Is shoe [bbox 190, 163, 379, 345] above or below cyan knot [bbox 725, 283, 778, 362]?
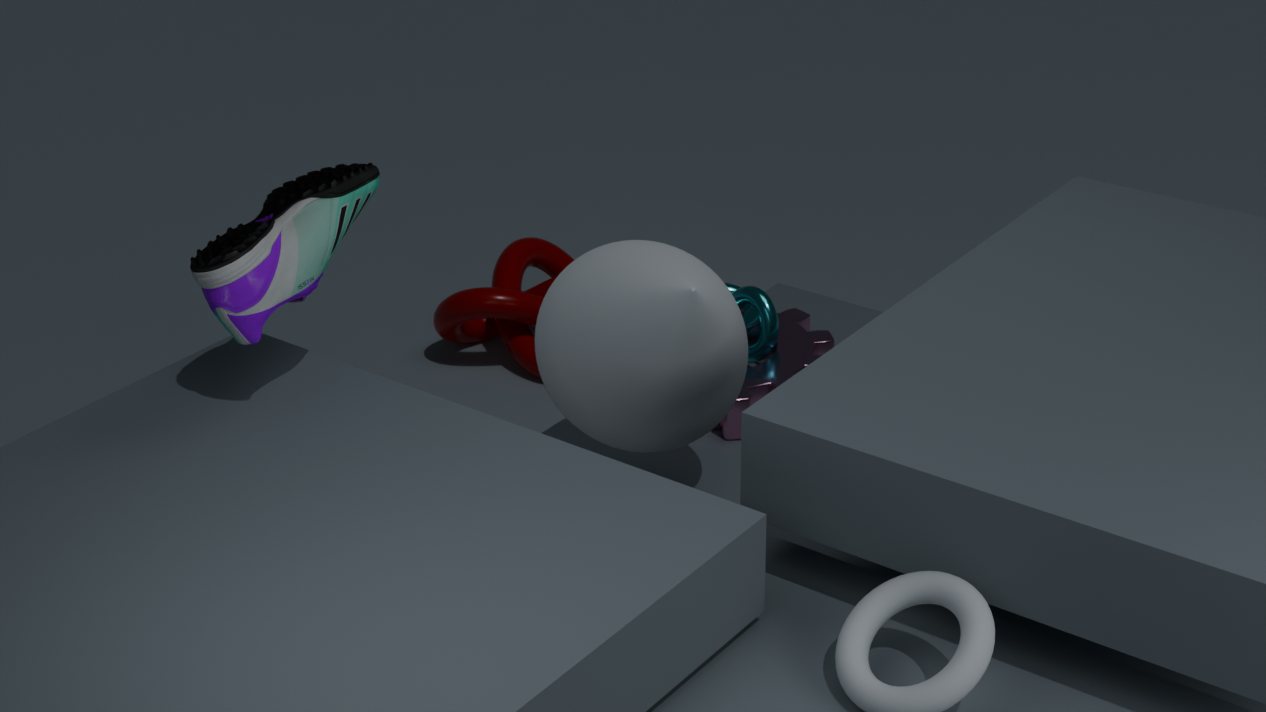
above
